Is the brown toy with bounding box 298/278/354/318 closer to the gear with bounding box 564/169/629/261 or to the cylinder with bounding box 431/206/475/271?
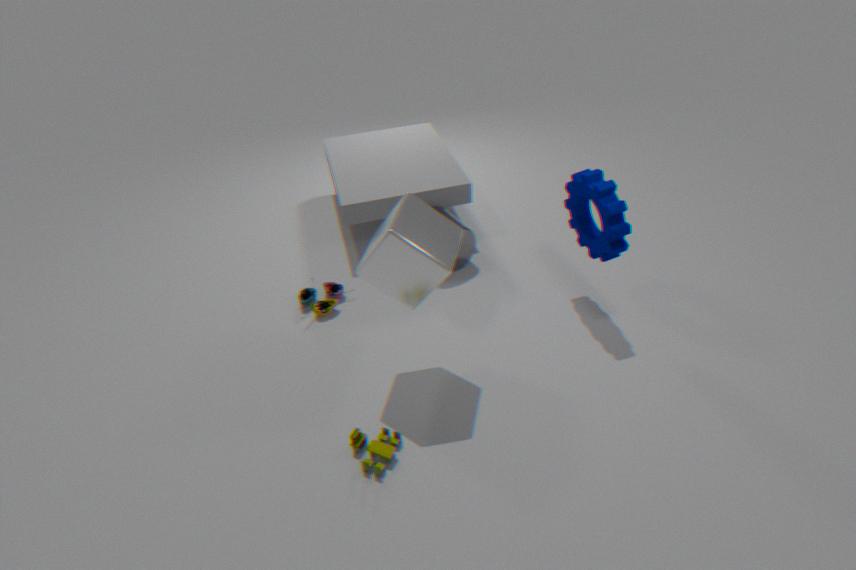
the cylinder with bounding box 431/206/475/271
